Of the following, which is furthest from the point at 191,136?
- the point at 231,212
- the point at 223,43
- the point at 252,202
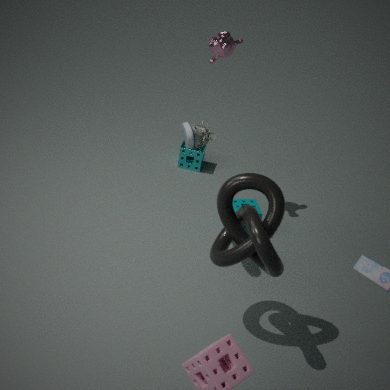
the point at 252,202
